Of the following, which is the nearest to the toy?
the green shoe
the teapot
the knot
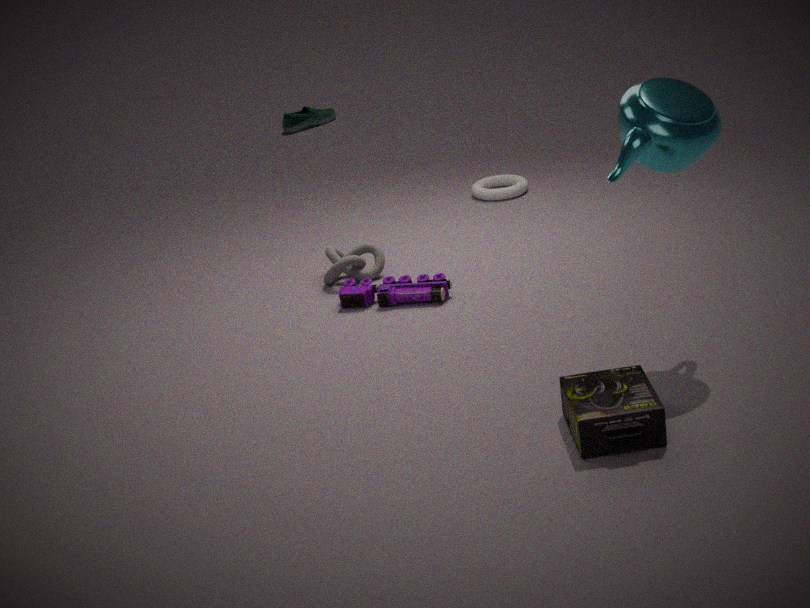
the knot
